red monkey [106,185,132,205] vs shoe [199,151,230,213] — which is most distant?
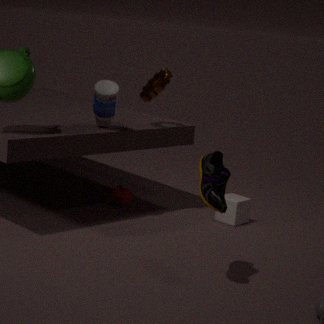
red monkey [106,185,132,205]
